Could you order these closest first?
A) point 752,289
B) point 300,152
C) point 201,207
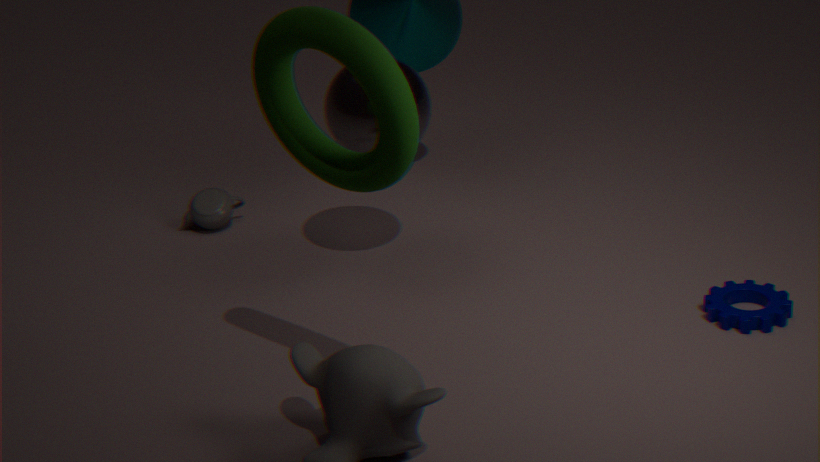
point 300,152 < point 752,289 < point 201,207
